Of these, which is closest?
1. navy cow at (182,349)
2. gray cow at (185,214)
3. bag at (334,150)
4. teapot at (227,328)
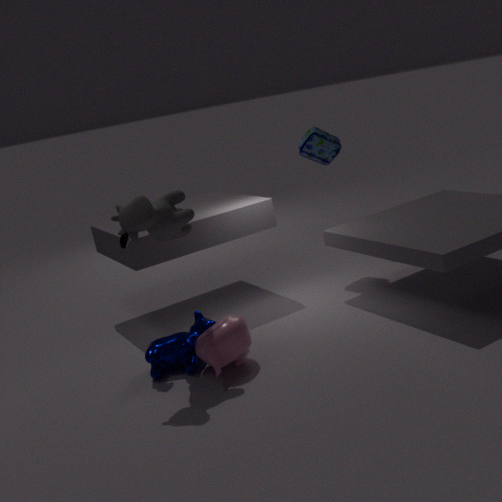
gray cow at (185,214)
